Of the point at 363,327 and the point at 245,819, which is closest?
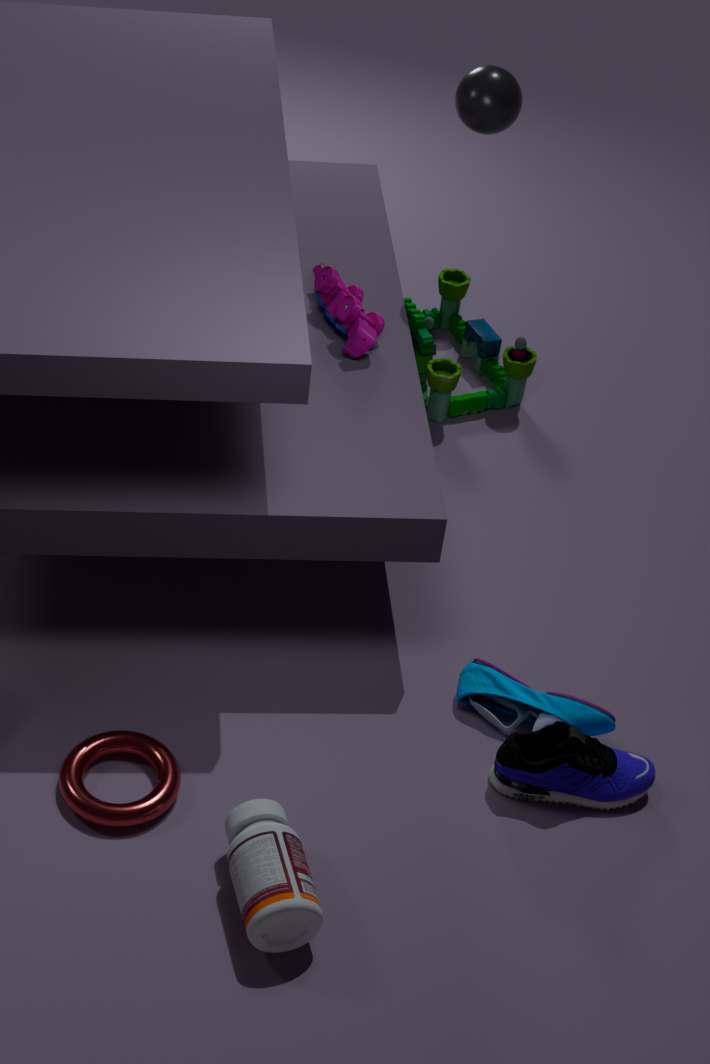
the point at 245,819
